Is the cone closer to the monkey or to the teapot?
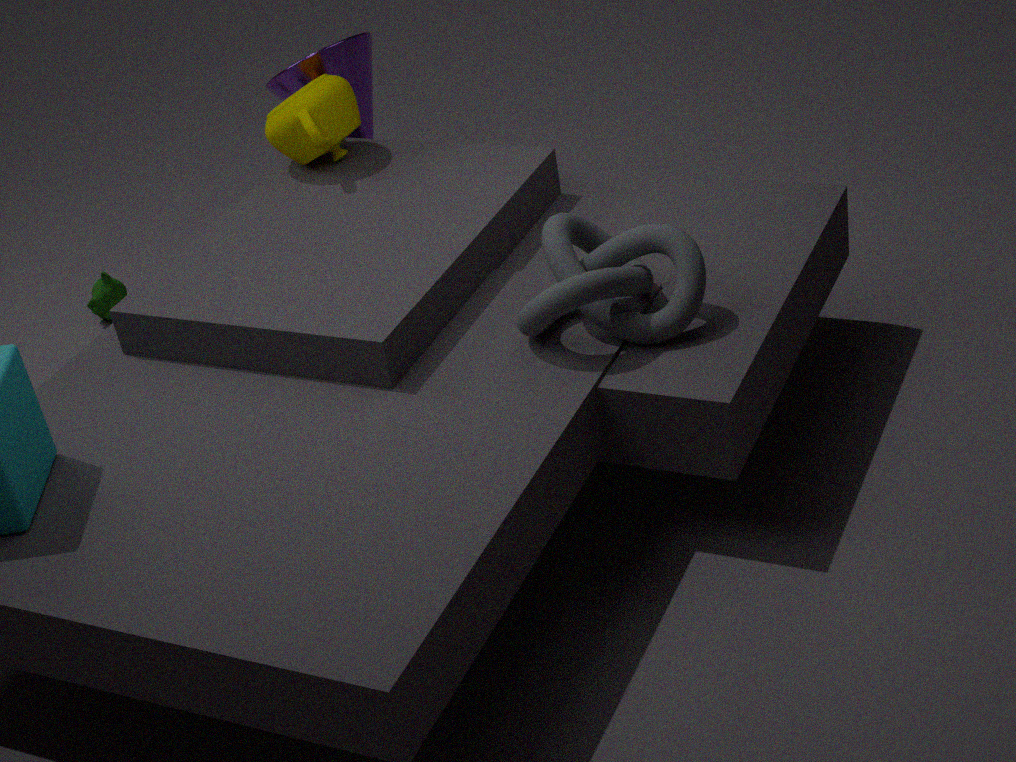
the teapot
